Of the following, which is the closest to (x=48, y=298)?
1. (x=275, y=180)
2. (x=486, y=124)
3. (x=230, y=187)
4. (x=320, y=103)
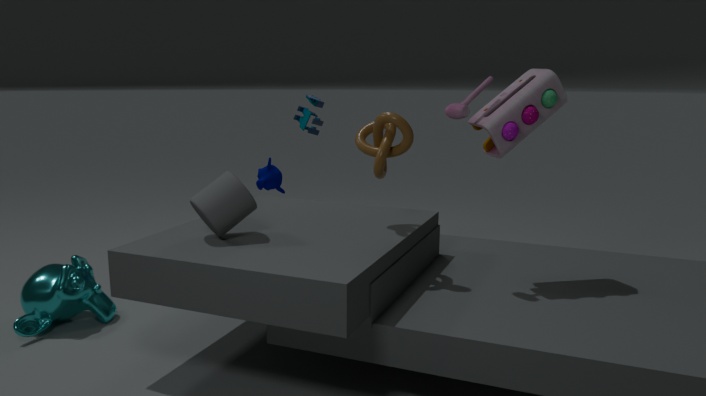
(x=230, y=187)
